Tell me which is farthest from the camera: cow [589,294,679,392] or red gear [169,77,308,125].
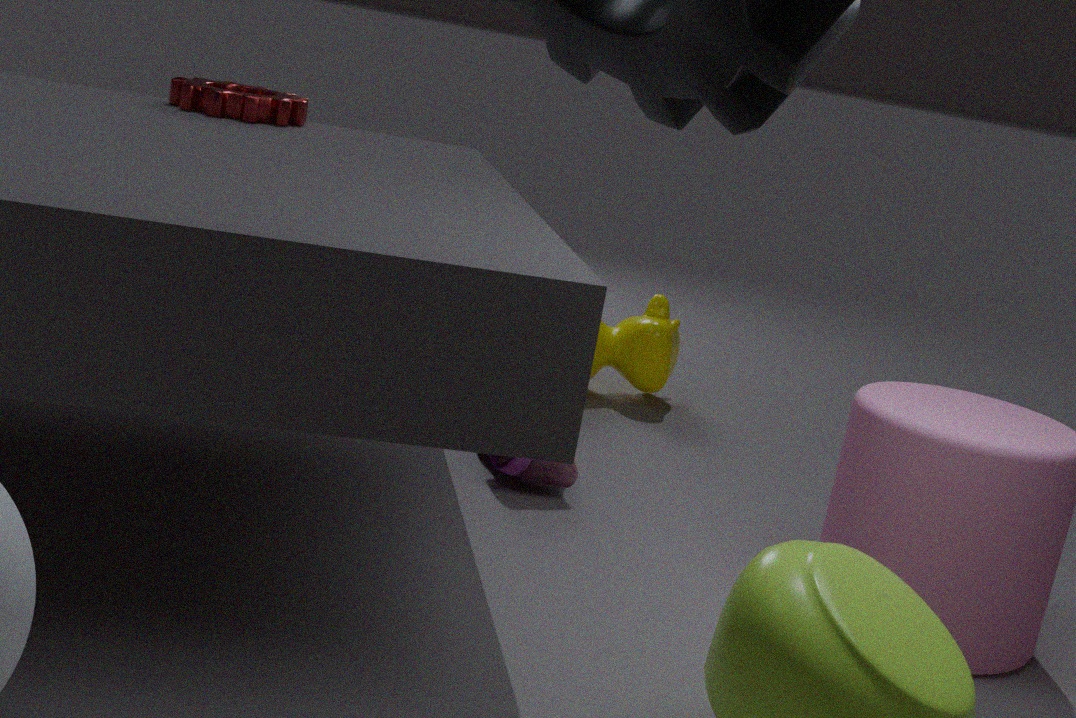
cow [589,294,679,392]
